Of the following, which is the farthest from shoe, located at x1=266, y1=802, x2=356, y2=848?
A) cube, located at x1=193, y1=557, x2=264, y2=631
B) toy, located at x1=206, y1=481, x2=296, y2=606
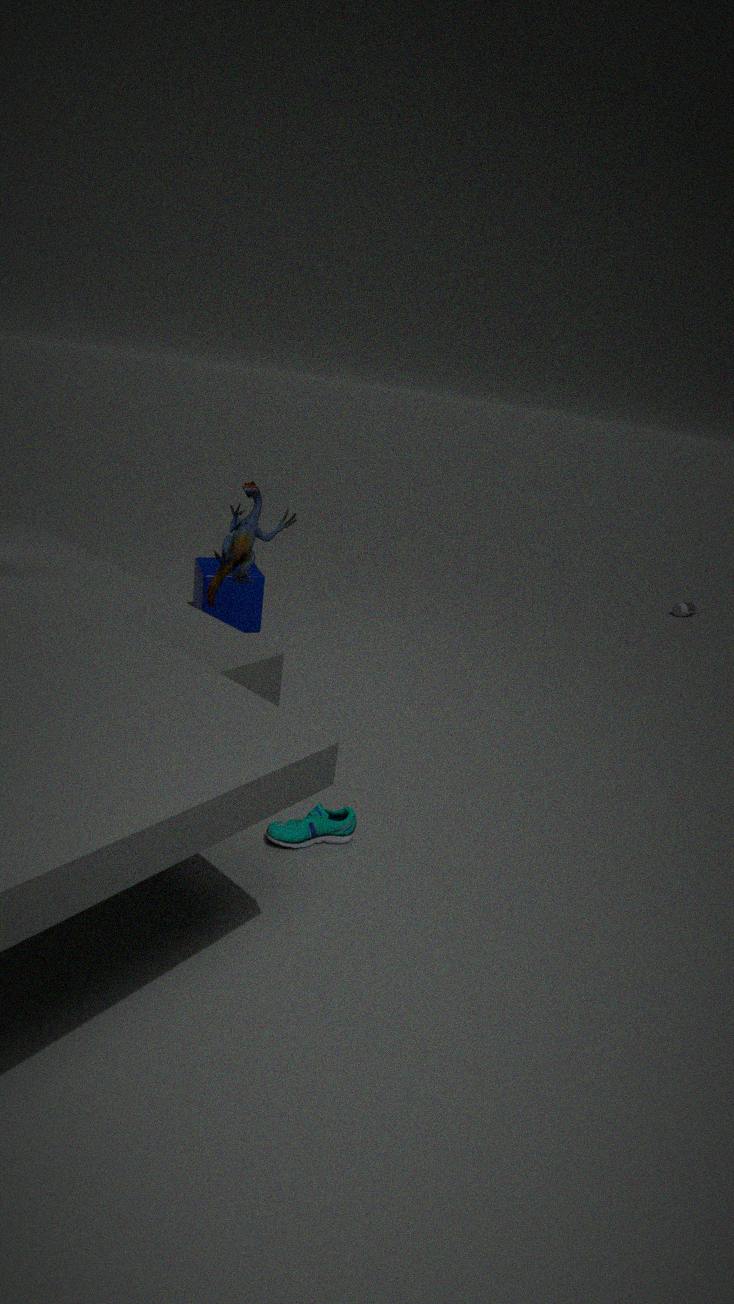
cube, located at x1=193, y1=557, x2=264, y2=631
